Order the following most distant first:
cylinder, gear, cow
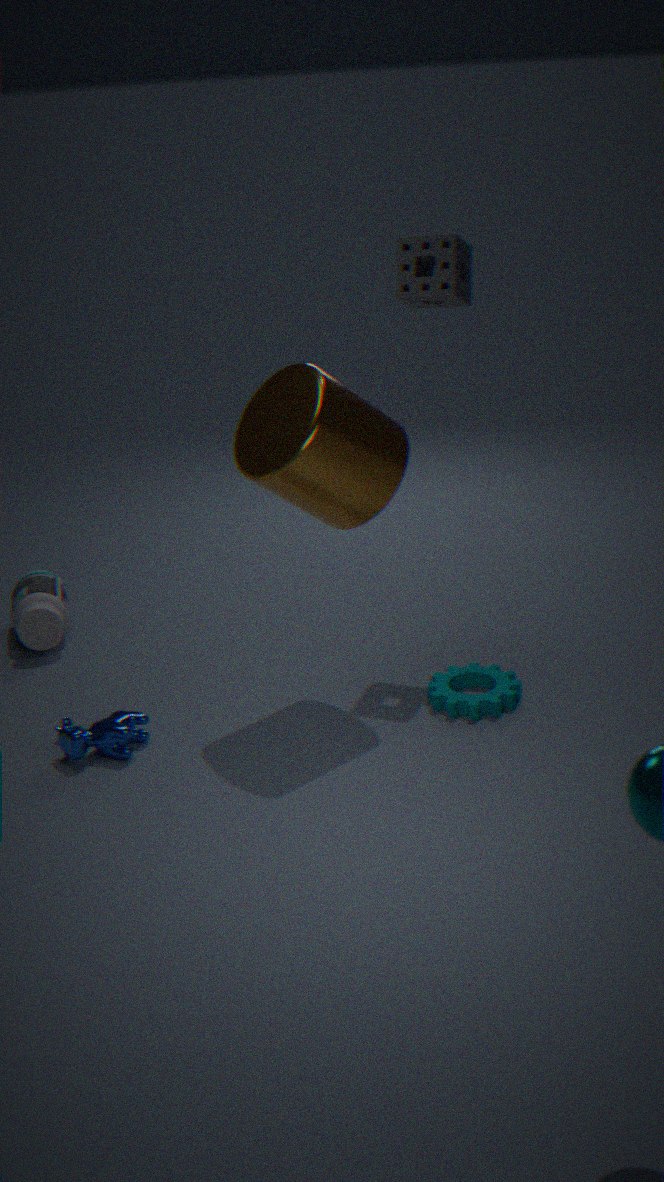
gear, cow, cylinder
